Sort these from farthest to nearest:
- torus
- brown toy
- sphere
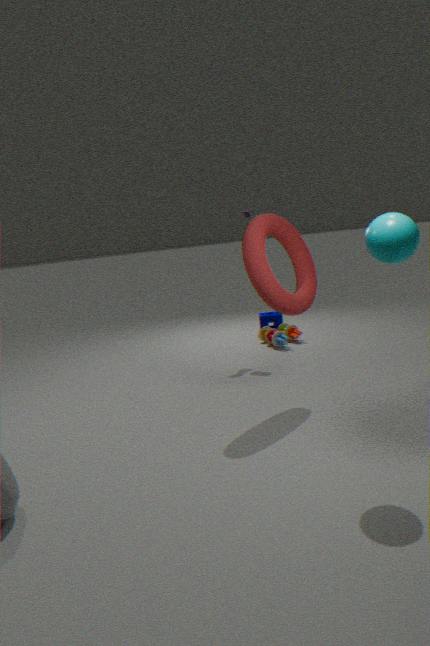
brown toy < torus < sphere
